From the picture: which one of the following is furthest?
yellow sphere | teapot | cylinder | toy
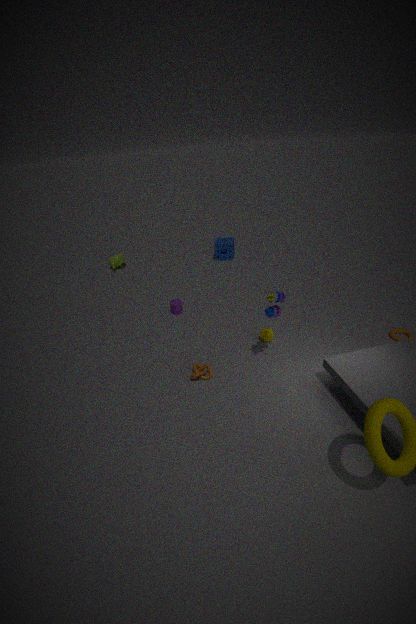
teapot
